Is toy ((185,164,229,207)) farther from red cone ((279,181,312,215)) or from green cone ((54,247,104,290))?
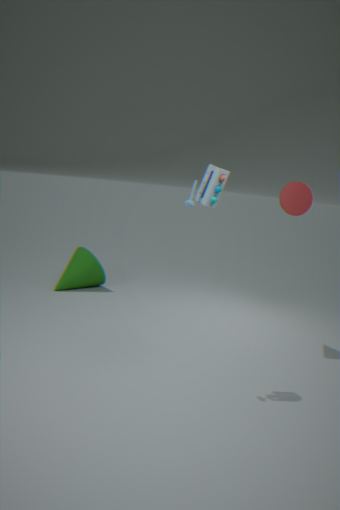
green cone ((54,247,104,290))
